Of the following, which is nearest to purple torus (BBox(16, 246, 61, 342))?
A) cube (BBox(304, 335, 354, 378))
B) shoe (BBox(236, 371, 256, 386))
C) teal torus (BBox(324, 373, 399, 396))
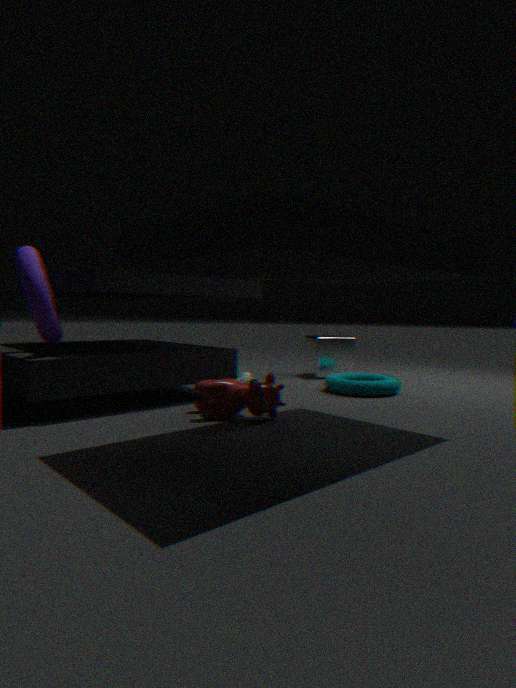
shoe (BBox(236, 371, 256, 386))
